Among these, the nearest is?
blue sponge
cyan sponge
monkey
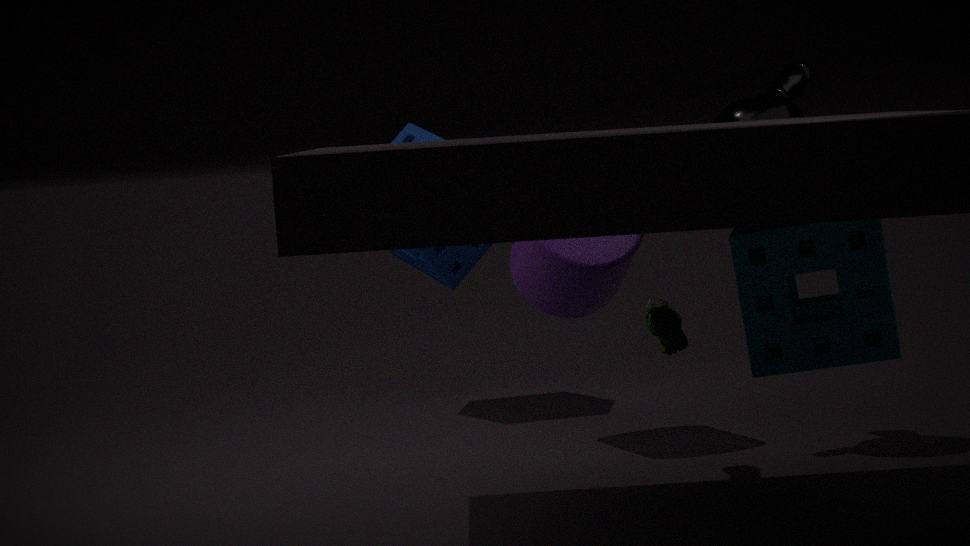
cyan sponge
